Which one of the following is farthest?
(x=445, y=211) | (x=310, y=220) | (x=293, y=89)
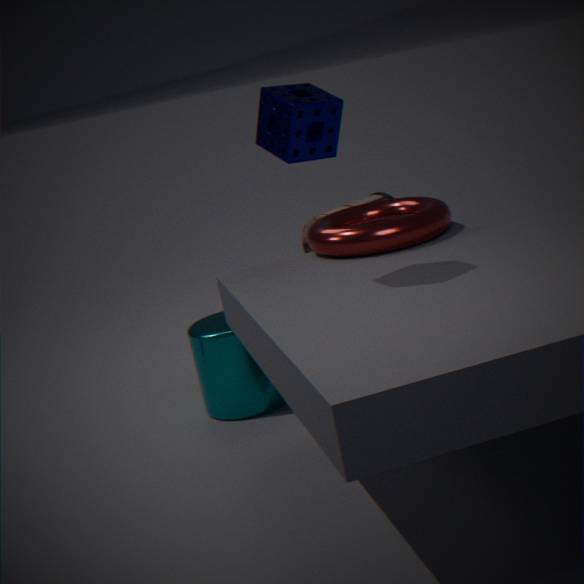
(x=310, y=220)
